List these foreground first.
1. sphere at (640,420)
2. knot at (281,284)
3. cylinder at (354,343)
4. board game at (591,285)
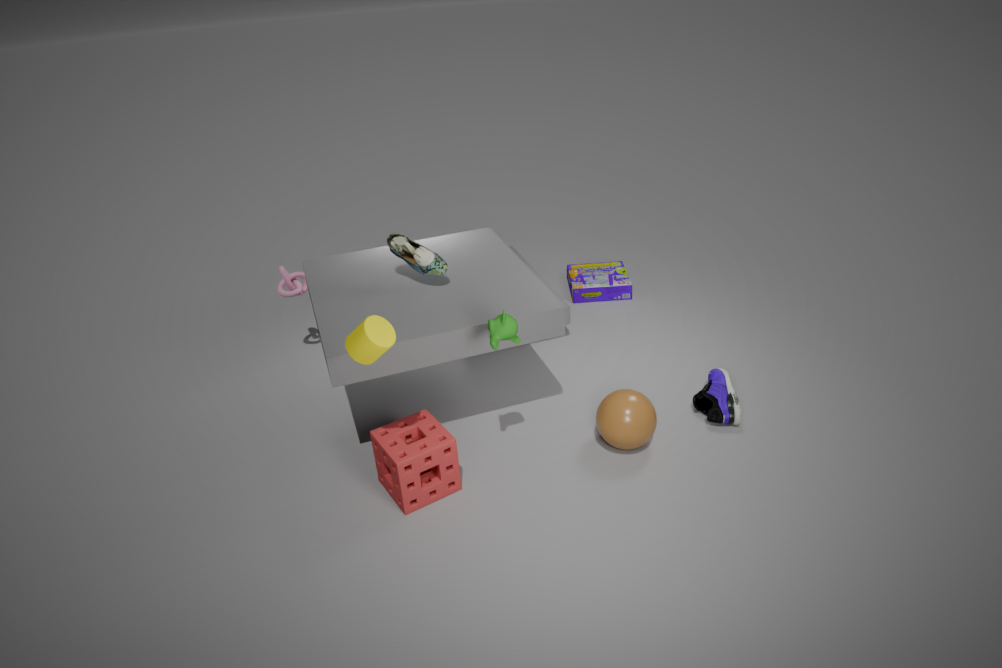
cylinder at (354,343) < sphere at (640,420) < knot at (281,284) < board game at (591,285)
